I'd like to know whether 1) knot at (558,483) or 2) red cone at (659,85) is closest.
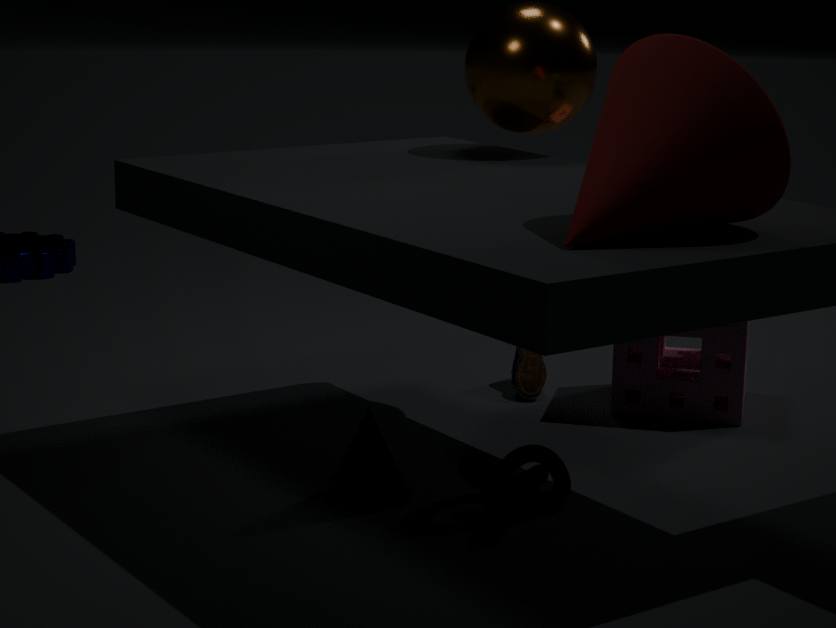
2. red cone at (659,85)
